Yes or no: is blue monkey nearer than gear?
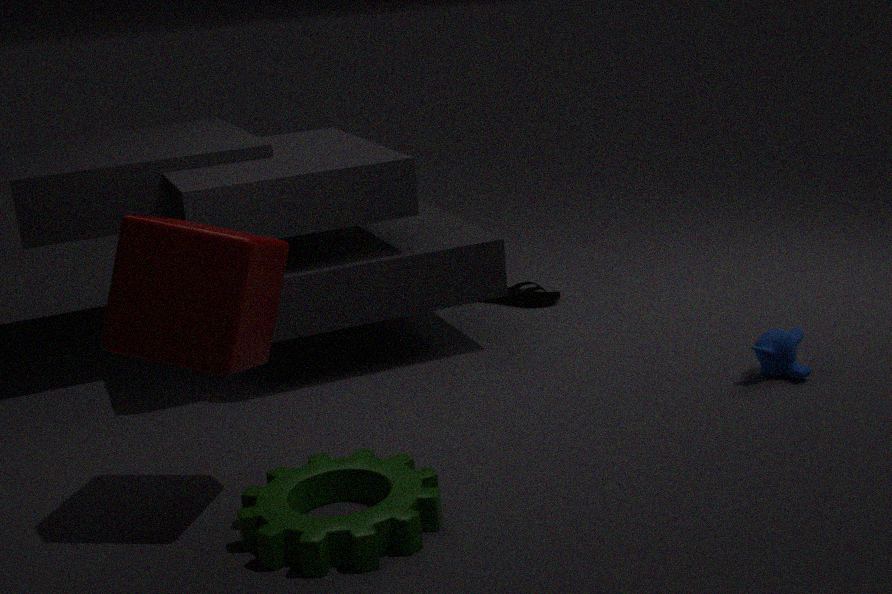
No
